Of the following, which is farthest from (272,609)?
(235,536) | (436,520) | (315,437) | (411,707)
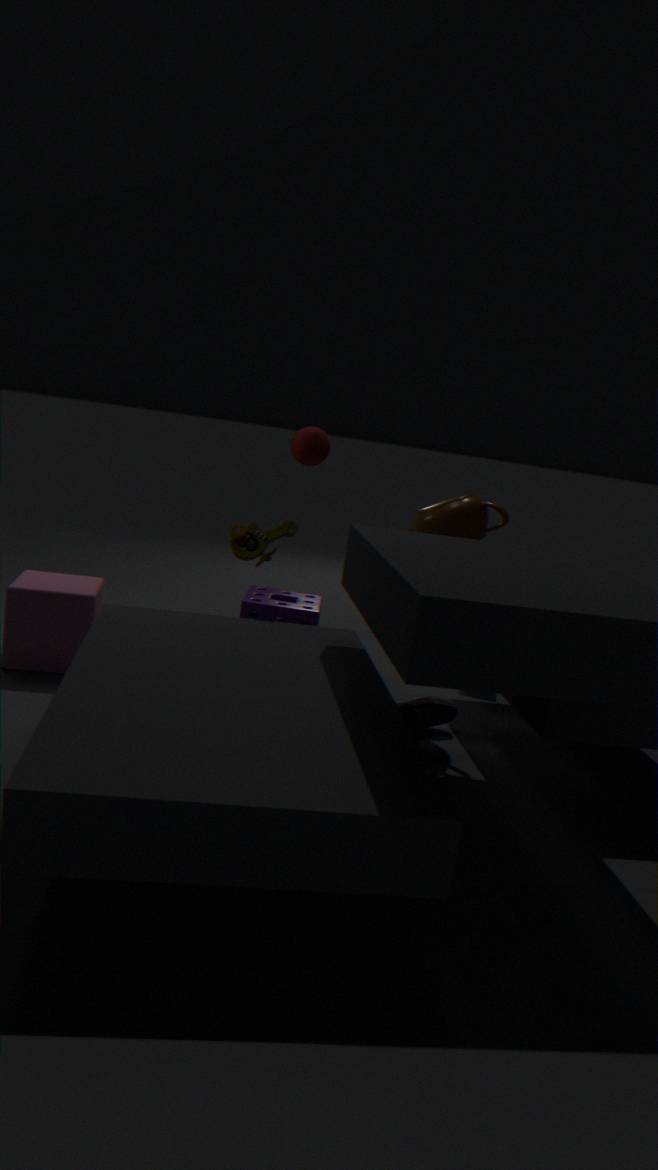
(436,520)
